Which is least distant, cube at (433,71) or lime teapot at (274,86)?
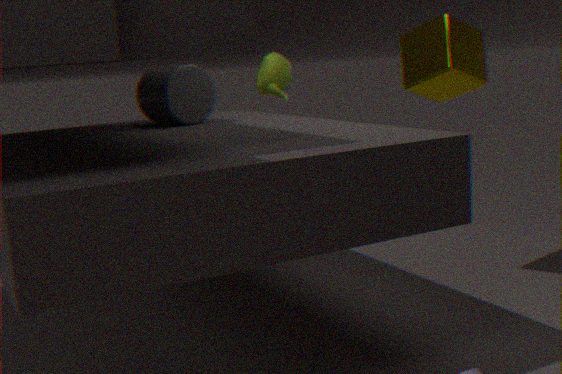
cube at (433,71)
